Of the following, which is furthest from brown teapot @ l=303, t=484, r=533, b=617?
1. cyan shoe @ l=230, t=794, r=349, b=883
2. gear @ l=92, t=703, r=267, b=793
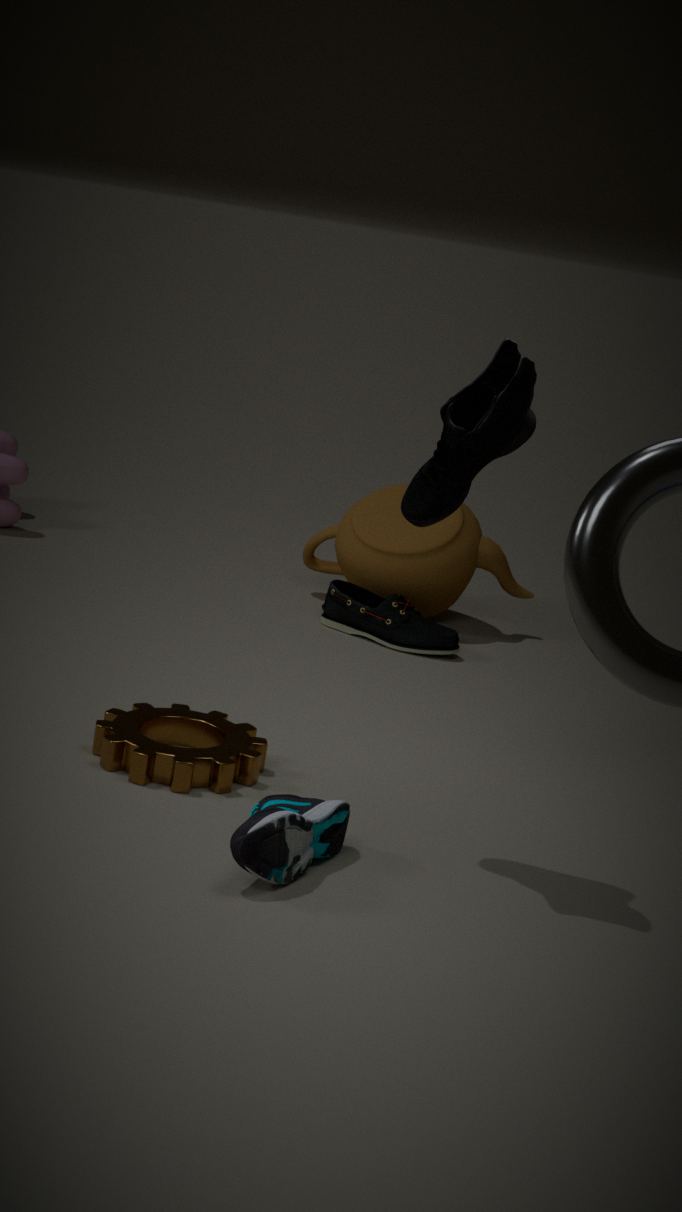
cyan shoe @ l=230, t=794, r=349, b=883
